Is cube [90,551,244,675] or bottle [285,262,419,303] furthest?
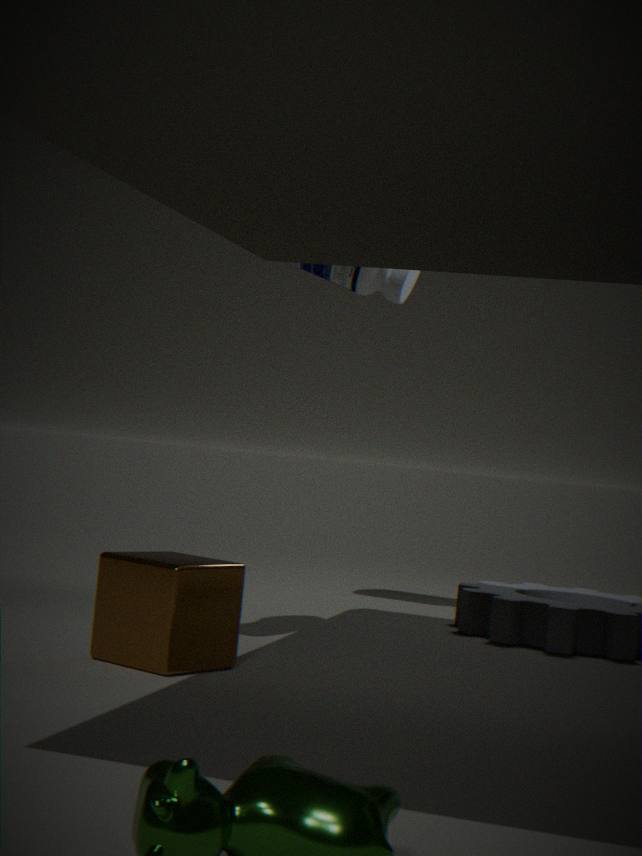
bottle [285,262,419,303]
